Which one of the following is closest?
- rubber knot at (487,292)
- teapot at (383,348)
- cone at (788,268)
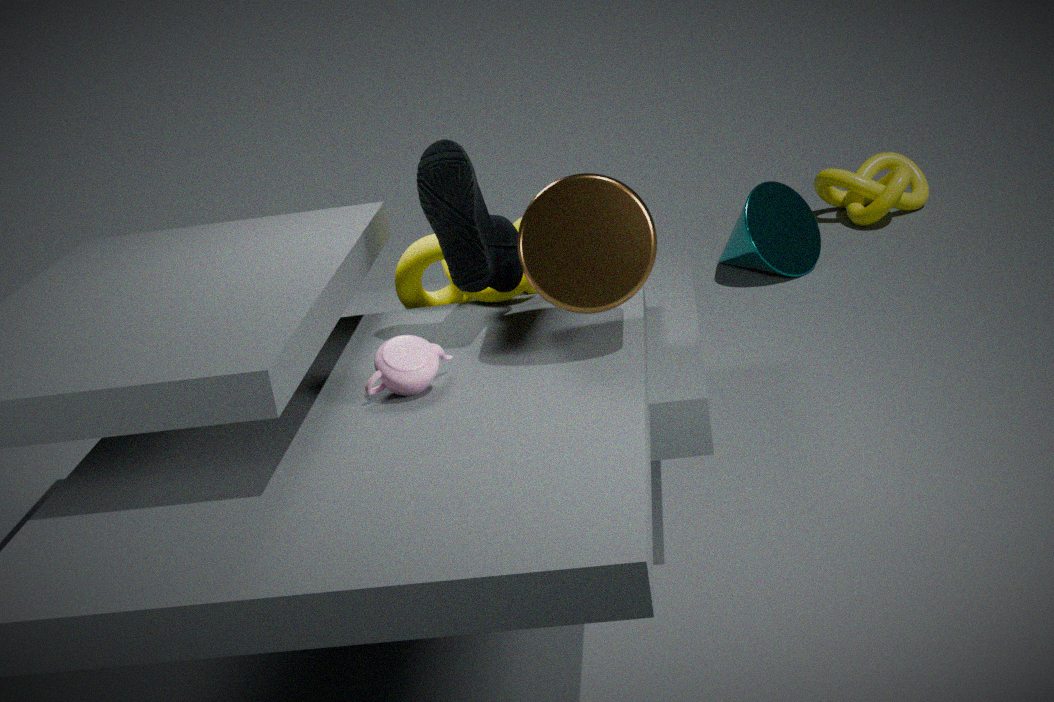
teapot at (383,348)
